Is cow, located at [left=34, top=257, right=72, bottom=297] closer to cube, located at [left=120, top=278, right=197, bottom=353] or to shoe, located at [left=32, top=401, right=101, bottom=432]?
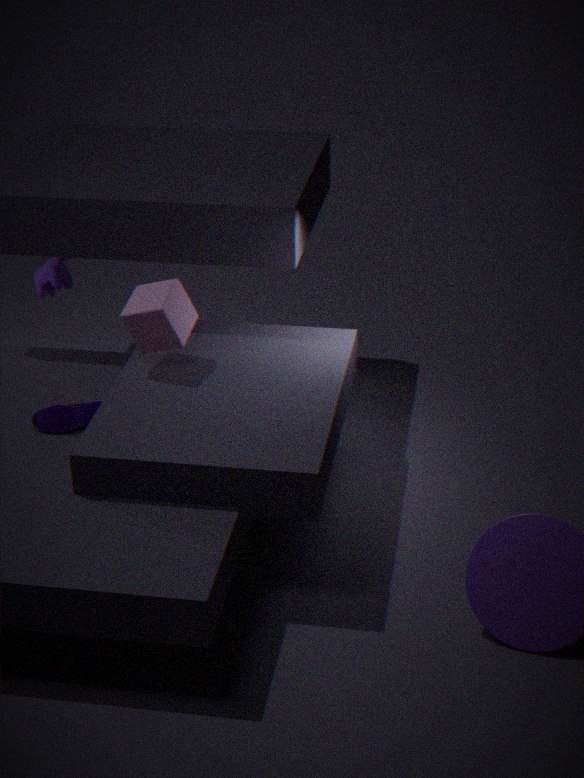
cube, located at [left=120, top=278, right=197, bottom=353]
